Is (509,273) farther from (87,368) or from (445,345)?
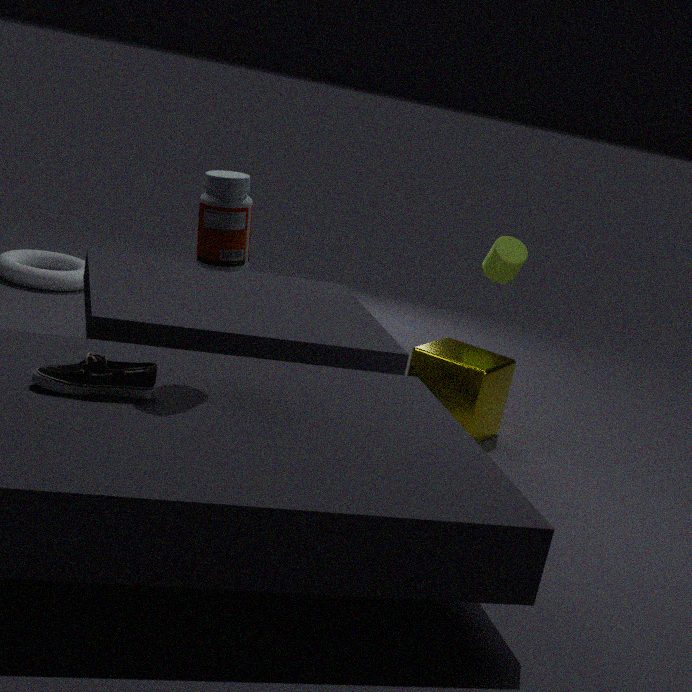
(87,368)
